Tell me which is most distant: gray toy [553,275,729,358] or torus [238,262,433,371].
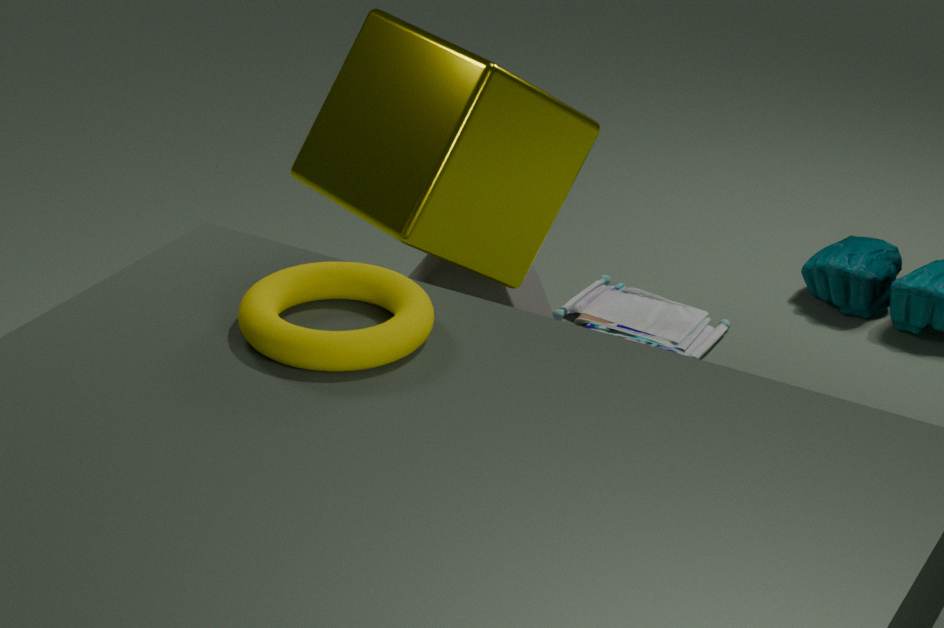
gray toy [553,275,729,358]
